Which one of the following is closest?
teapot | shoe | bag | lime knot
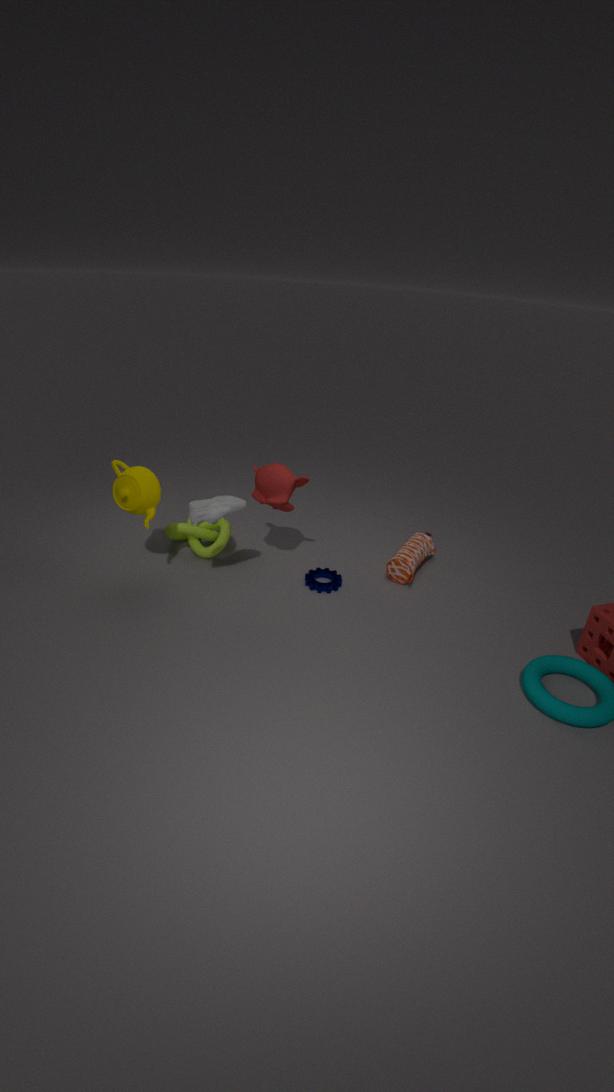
shoe
